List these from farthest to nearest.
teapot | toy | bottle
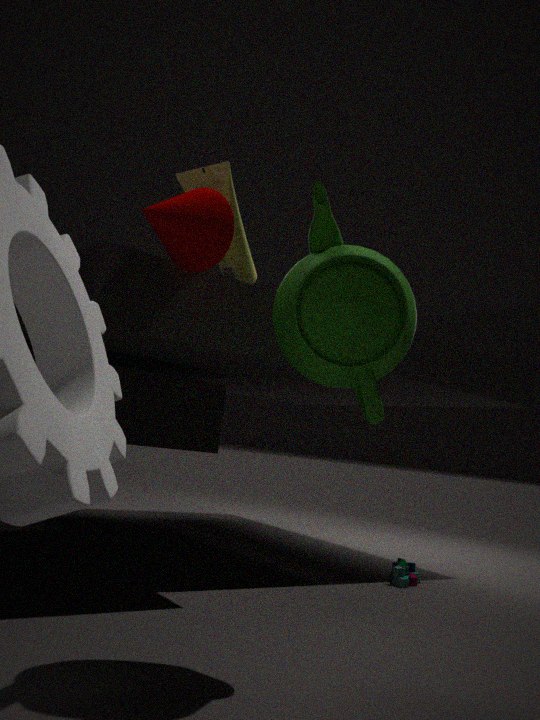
toy, bottle, teapot
